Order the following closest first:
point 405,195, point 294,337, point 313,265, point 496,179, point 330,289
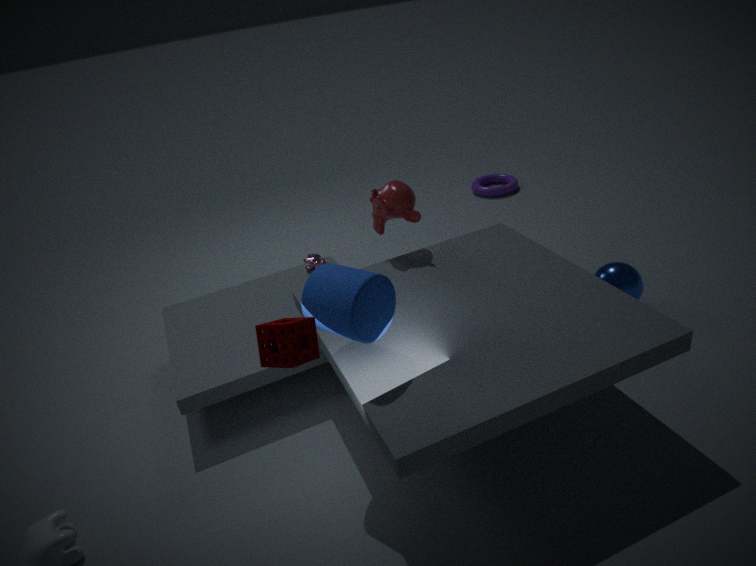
point 294,337 → point 330,289 → point 405,195 → point 313,265 → point 496,179
